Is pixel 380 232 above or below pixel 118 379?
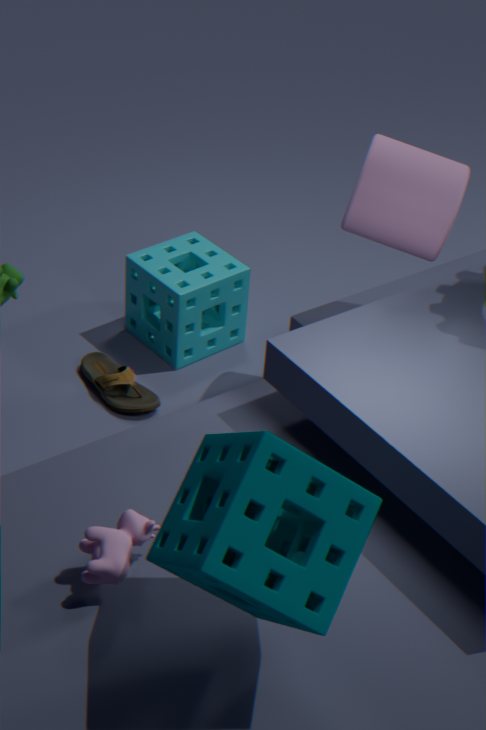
above
